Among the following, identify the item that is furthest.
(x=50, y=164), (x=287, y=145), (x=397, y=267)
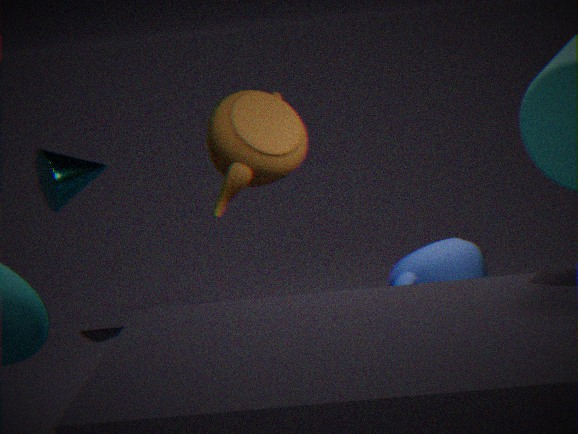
(x=397, y=267)
